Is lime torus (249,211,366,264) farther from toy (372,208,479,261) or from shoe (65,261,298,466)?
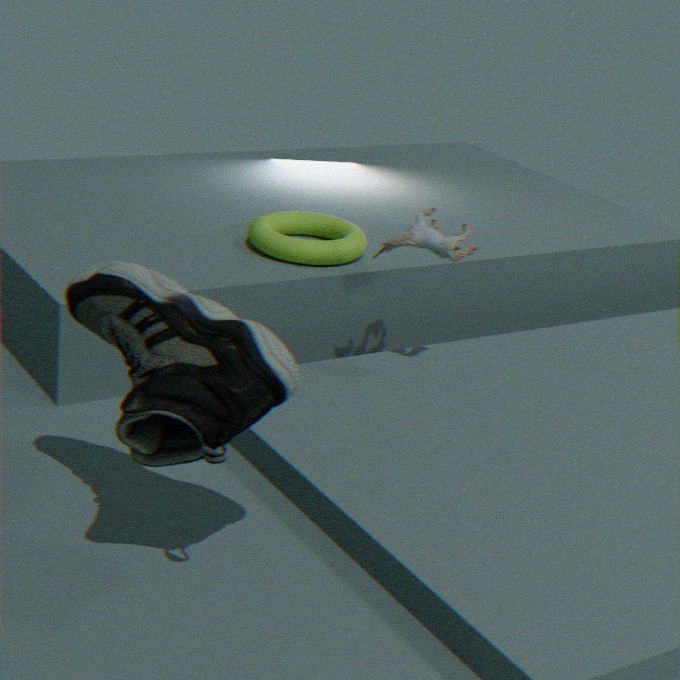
shoe (65,261,298,466)
